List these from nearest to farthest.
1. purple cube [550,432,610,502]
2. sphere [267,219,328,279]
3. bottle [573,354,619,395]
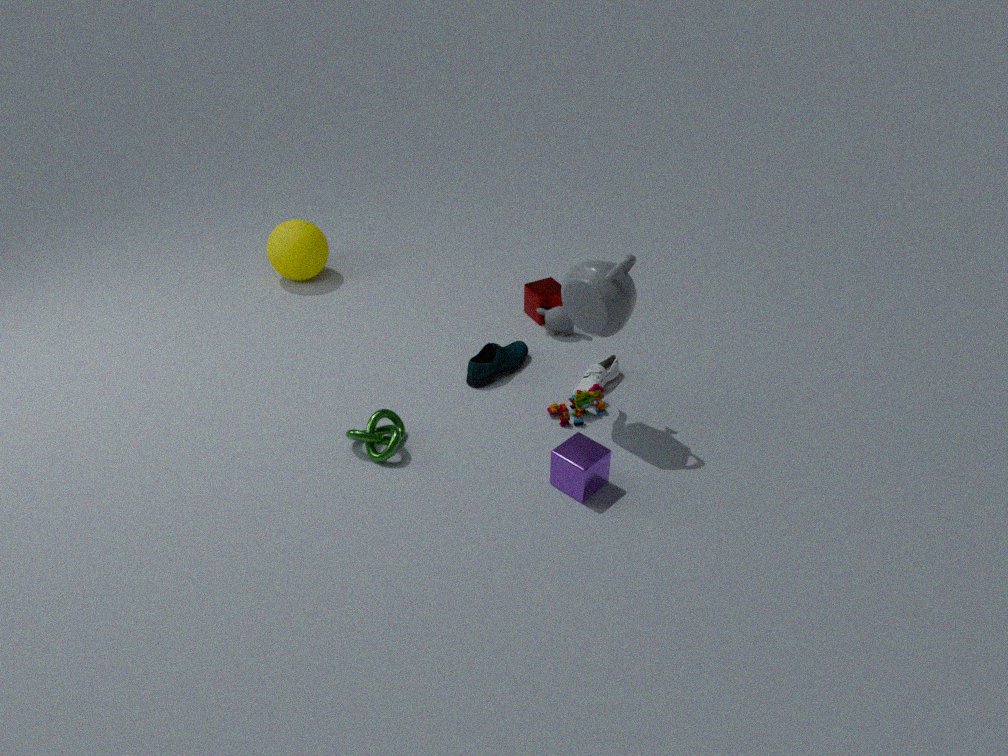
purple cube [550,432,610,502], bottle [573,354,619,395], sphere [267,219,328,279]
